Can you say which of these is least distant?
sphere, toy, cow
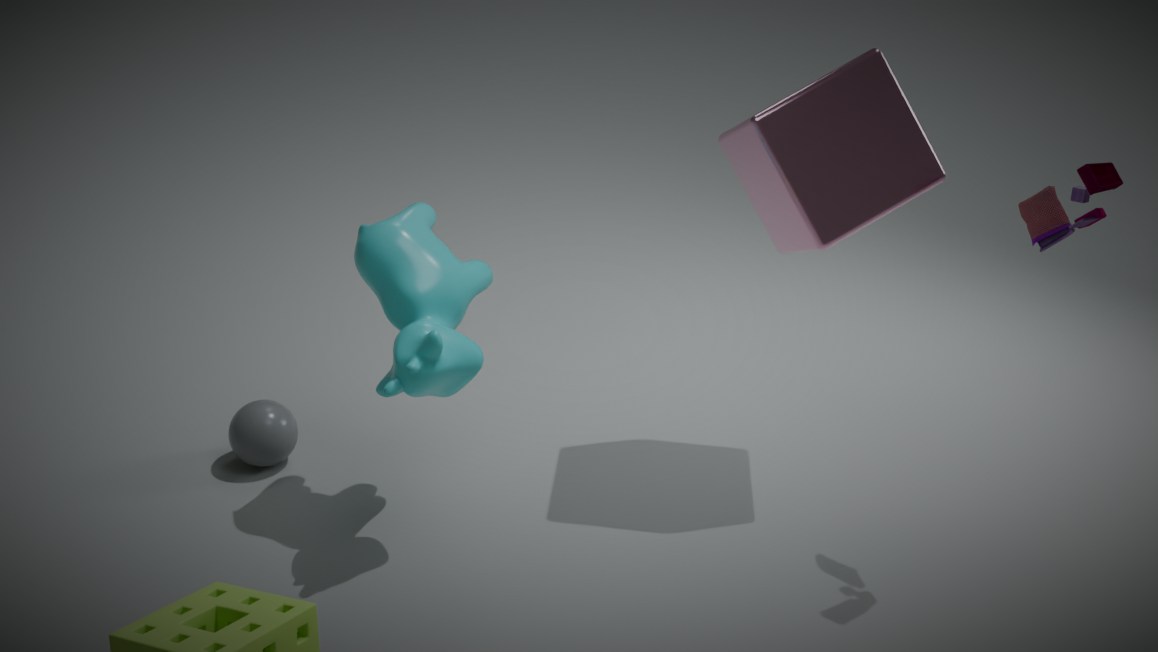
toy
